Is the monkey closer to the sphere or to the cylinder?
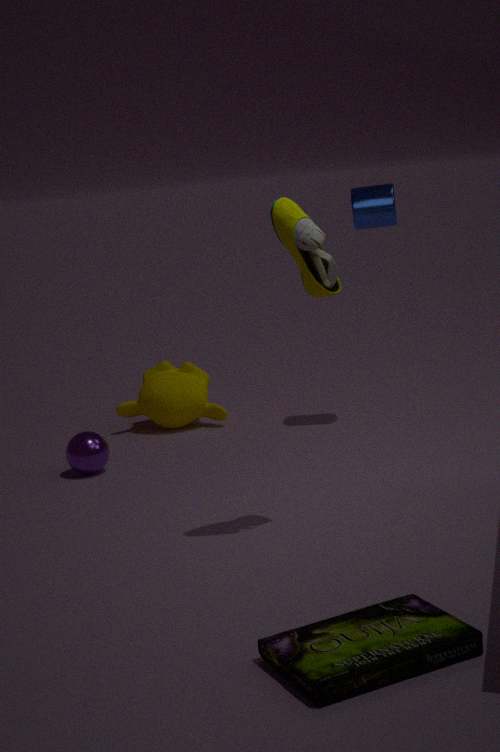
the sphere
